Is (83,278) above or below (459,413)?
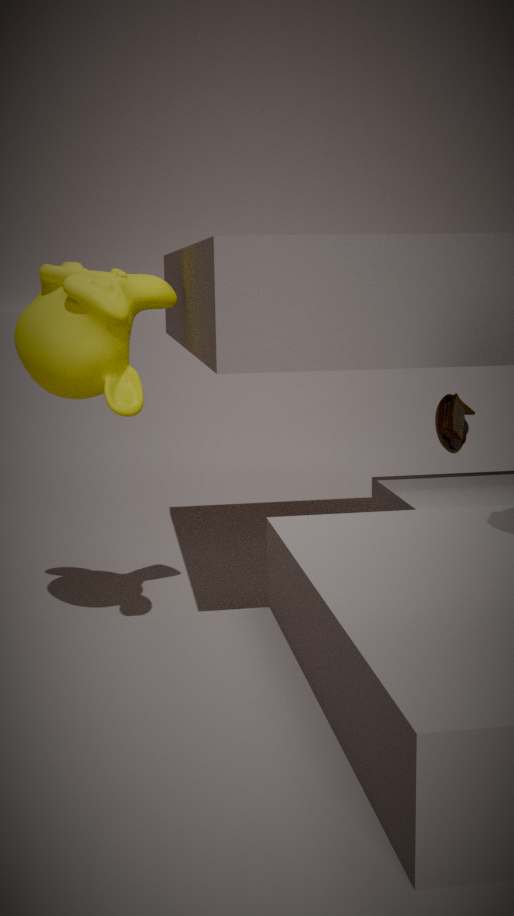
above
